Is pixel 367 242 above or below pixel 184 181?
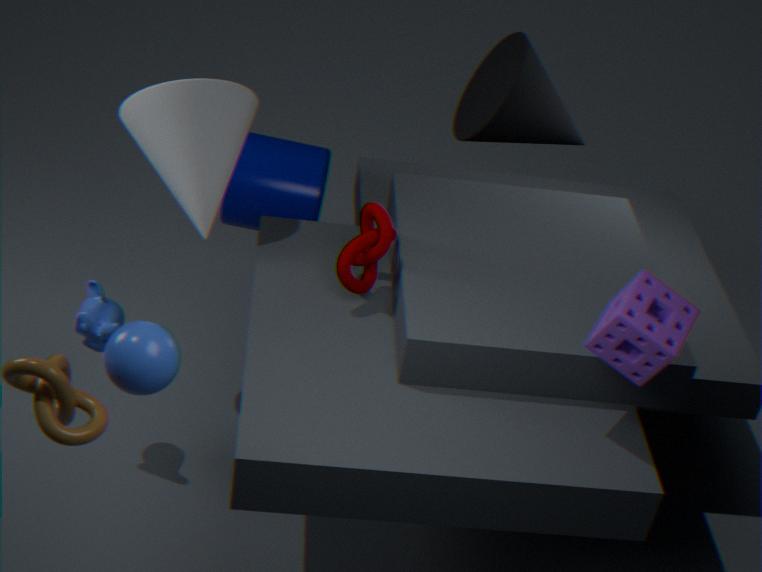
below
